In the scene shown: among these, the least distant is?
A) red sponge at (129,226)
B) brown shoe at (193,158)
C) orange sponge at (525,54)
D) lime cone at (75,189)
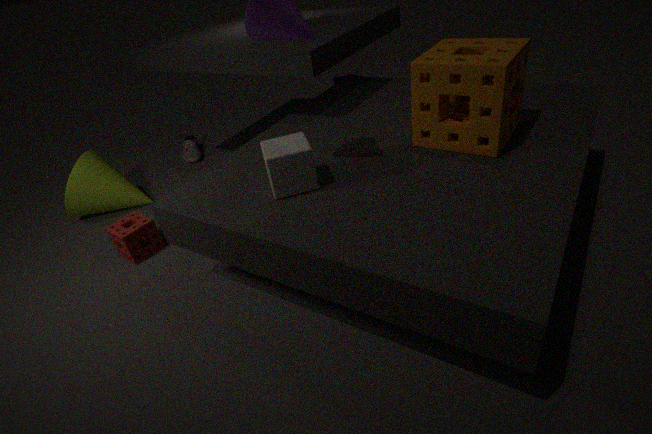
orange sponge at (525,54)
